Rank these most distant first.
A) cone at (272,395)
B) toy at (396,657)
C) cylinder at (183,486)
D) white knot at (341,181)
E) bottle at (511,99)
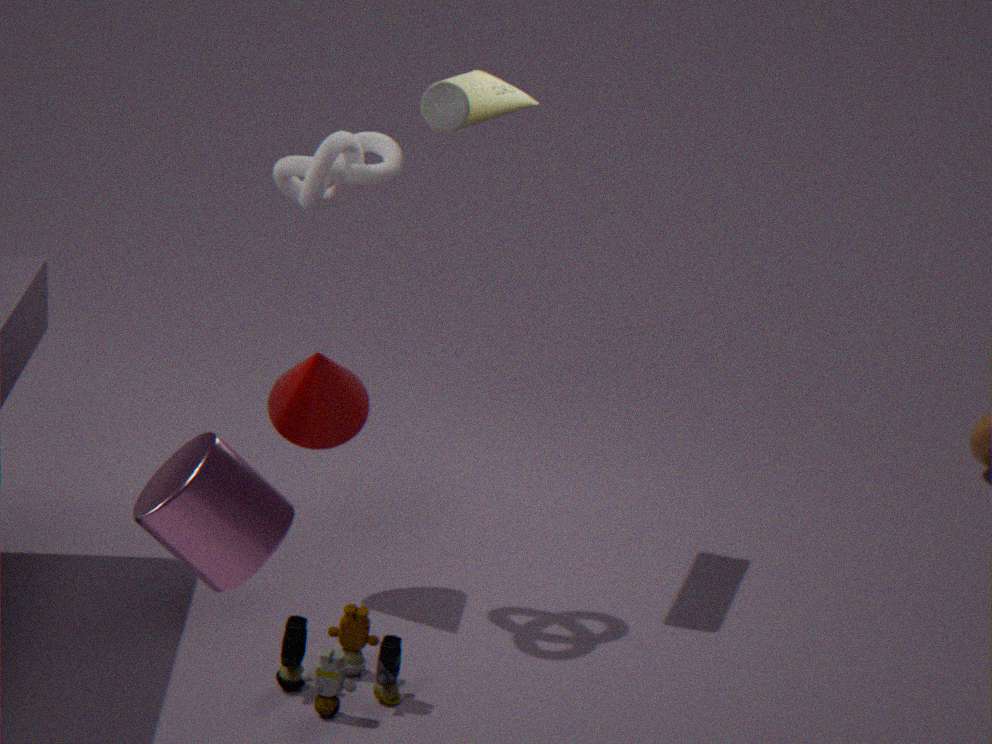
cone at (272,395), bottle at (511,99), white knot at (341,181), toy at (396,657), cylinder at (183,486)
